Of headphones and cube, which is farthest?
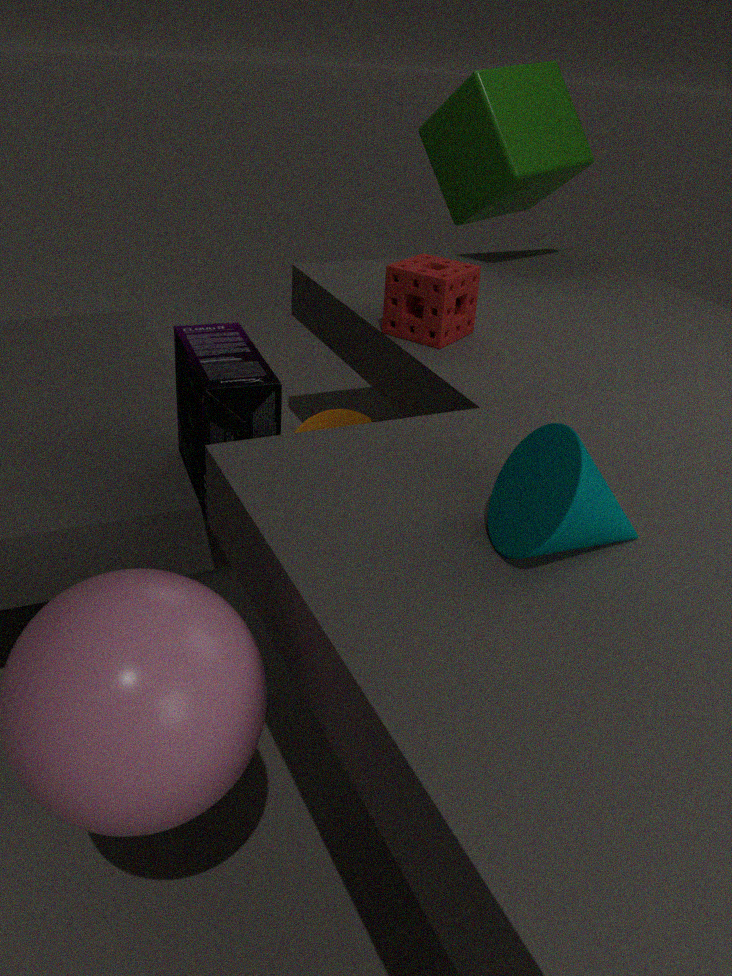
cube
